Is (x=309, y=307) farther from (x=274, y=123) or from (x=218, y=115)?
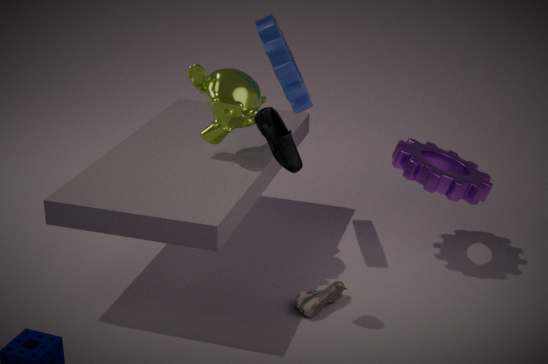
(x=218, y=115)
